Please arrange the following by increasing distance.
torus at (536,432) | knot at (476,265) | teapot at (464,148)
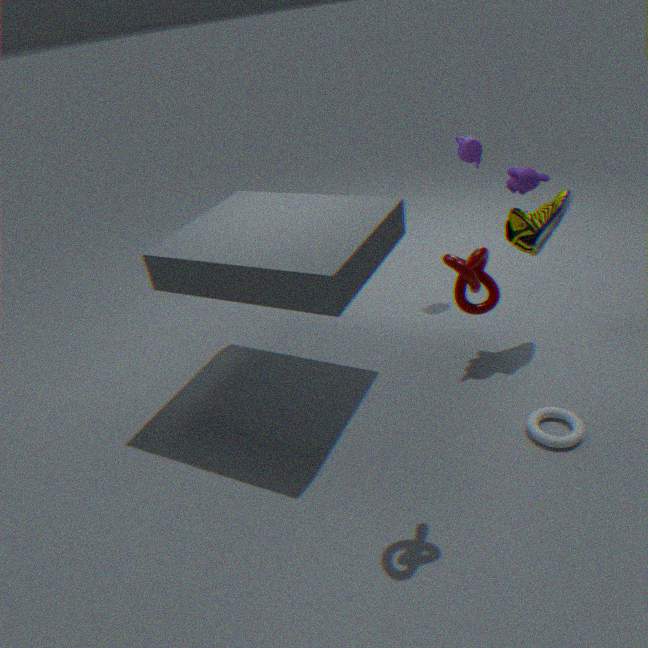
knot at (476,265) < torus at (536,432) < teapot at (464,148)
